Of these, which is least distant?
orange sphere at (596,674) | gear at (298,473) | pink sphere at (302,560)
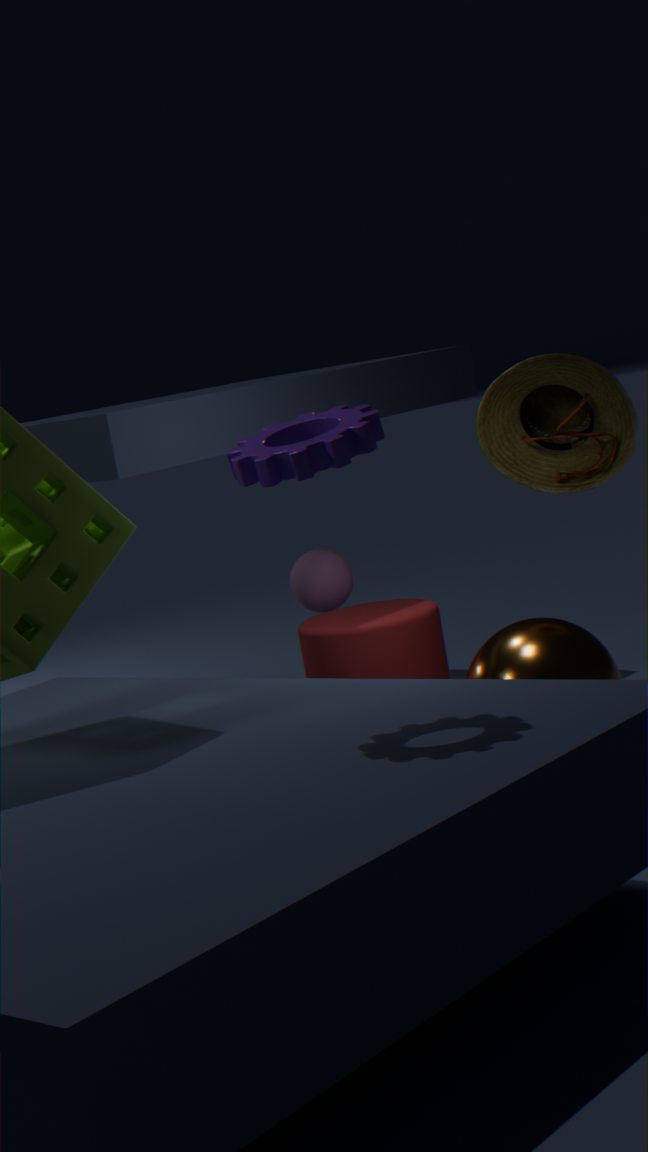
gear at (298,473)
